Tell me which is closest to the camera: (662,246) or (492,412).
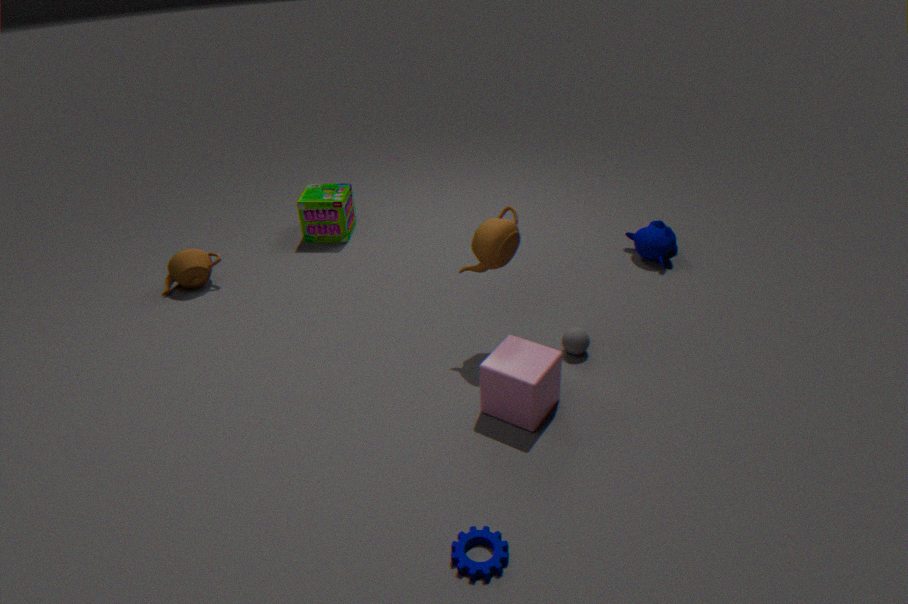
(492,412)
